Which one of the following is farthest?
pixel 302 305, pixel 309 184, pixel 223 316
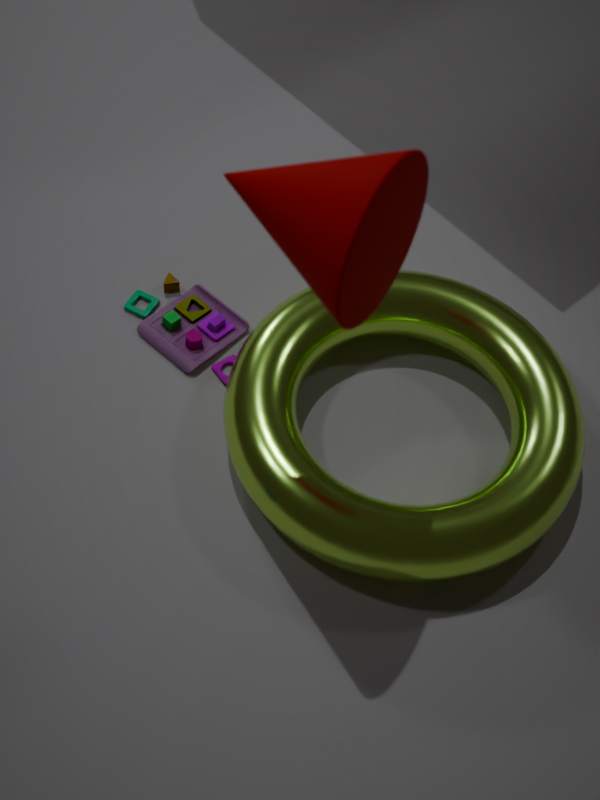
pixel 223 316
